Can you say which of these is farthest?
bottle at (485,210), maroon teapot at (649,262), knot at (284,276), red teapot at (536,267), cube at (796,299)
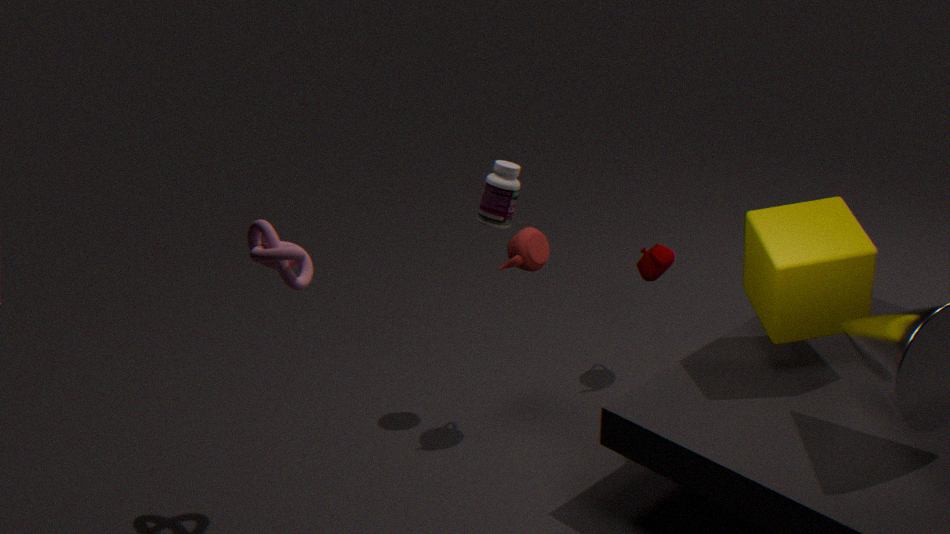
maroon teapot at (649,262)
